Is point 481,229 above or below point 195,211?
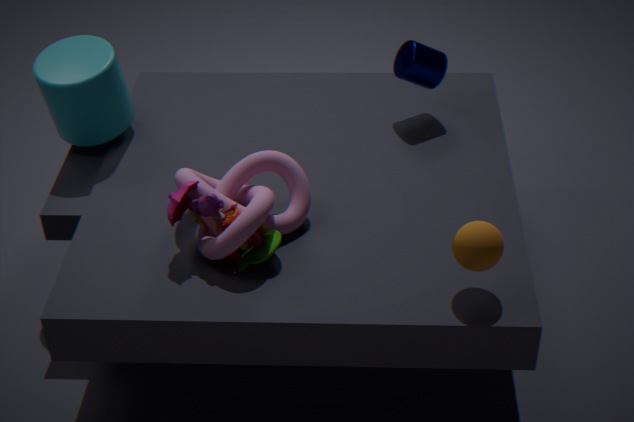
above
